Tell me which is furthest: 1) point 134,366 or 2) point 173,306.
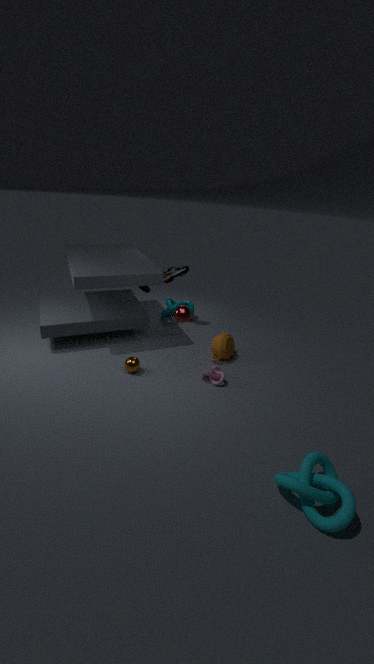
2. point 173,306
